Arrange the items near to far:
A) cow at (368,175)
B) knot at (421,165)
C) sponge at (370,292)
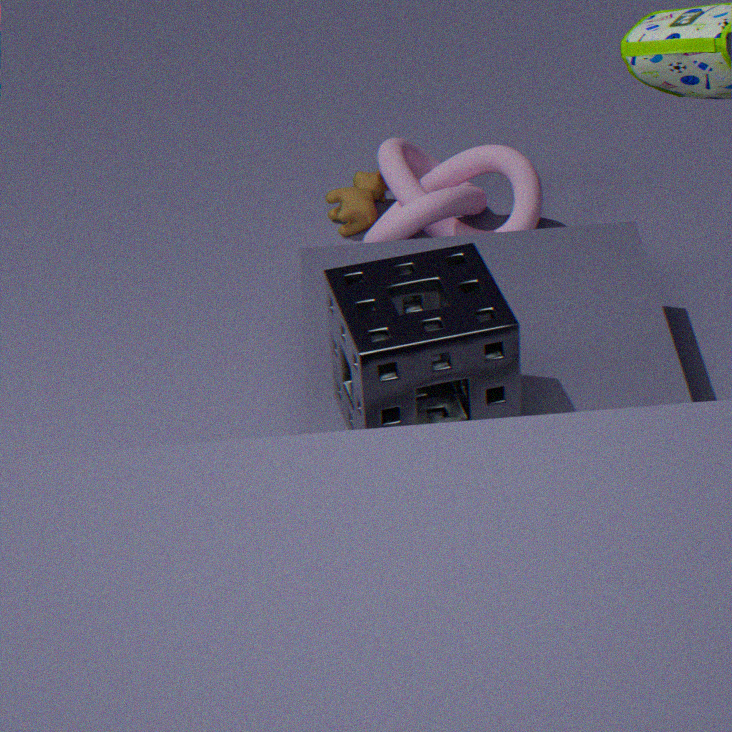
sponge at (370,292)
knot at (421,165)
cow at (368,175)
